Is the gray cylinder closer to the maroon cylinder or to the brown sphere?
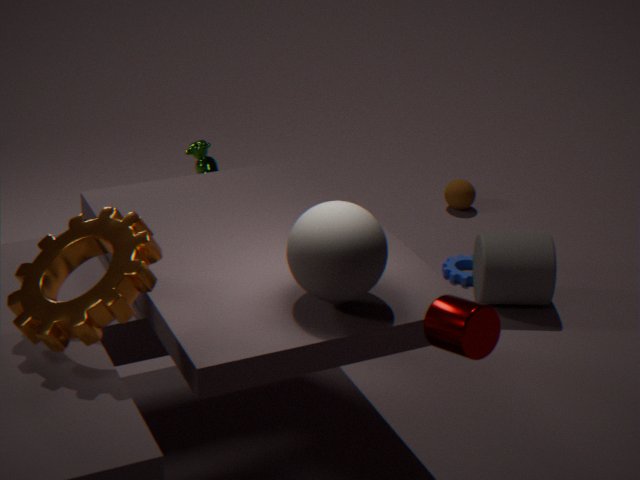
the brown sphere
